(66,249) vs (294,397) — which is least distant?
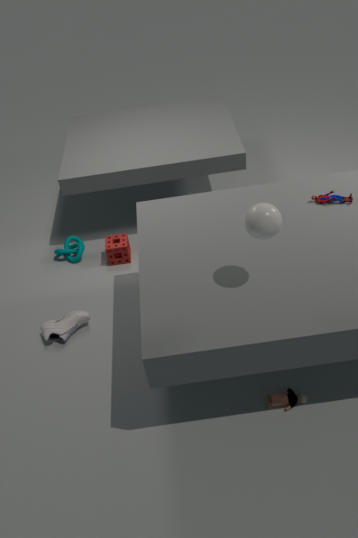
(294,397)
